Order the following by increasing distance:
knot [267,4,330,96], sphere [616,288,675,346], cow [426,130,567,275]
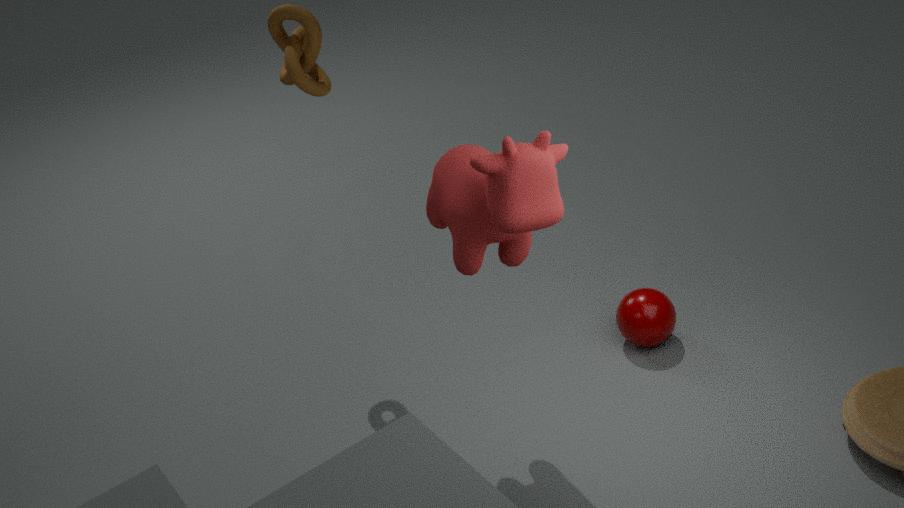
cow [426,130,567,275]
knot [267,4,330,96]
sphere [616,288,675,346]
